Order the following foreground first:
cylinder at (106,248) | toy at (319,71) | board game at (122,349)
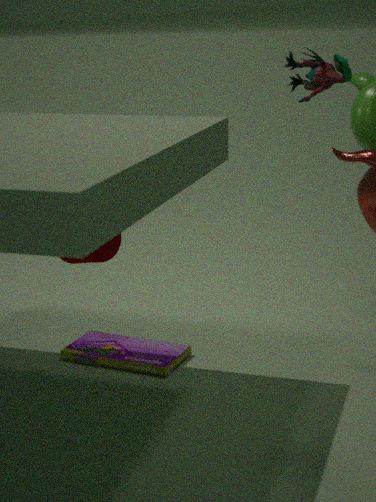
toy at (319,71), cylinder at (106,248), board game at (122,349)
